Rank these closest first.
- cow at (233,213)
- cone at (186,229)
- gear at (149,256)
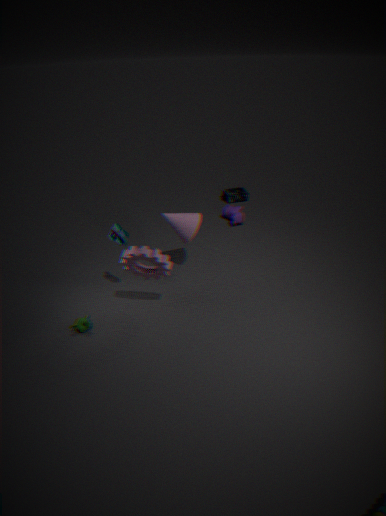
gear at (149,256), cone at (186,229), cow at (233,213)
